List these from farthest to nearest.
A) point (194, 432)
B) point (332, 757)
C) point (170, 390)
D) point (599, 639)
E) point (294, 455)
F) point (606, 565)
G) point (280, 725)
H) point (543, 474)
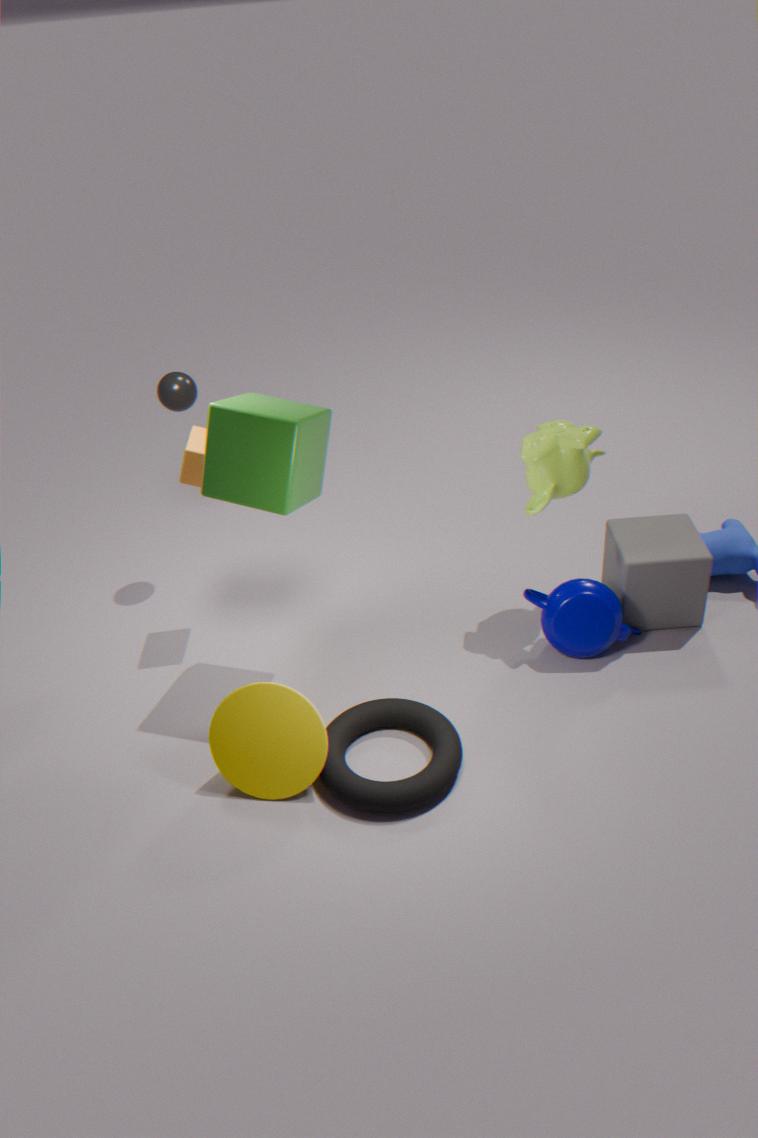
1. point (170, 390)
2. point (606, 565)
3. point (194, 432)
4. point (599, 639)
5. point (543, 474)
6. point (332, 757)
7. point (294, 455)
8. point (280, 725)
